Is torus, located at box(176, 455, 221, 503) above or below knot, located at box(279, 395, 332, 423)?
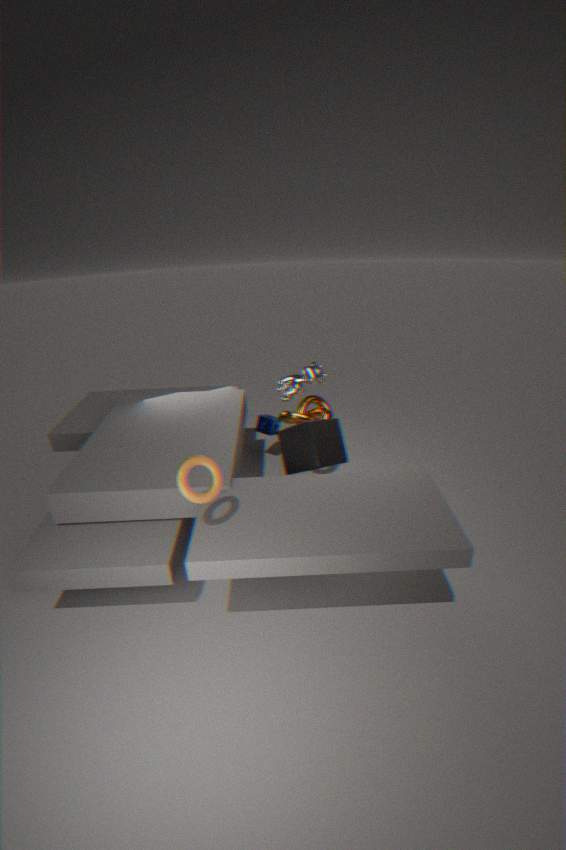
above
